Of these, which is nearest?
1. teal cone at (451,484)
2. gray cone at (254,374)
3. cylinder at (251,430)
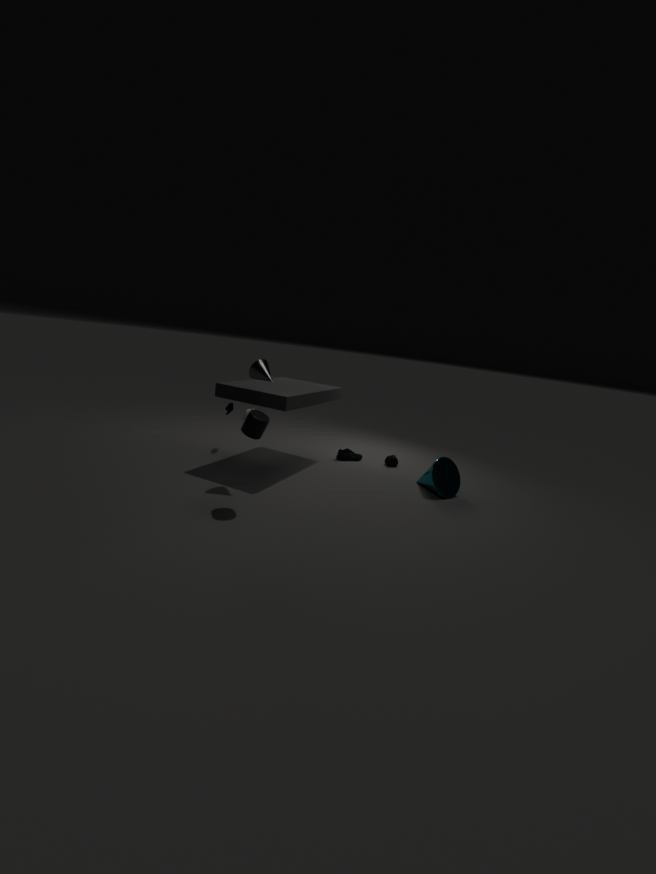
cylinder at (251,430)
